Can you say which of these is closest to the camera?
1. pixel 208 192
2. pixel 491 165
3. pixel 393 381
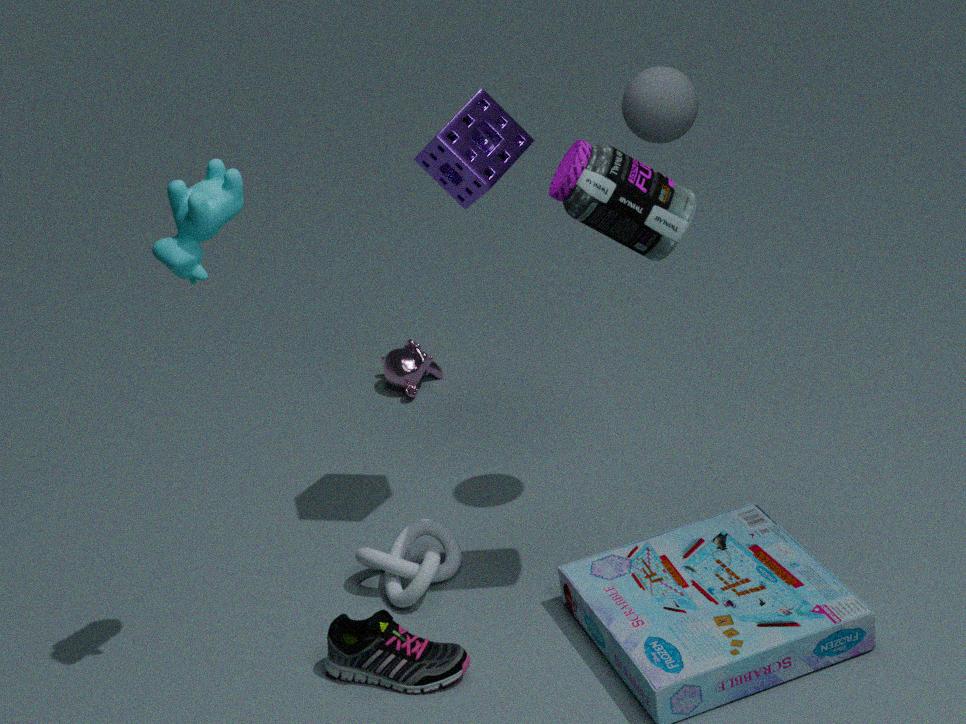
pixel 208 192
